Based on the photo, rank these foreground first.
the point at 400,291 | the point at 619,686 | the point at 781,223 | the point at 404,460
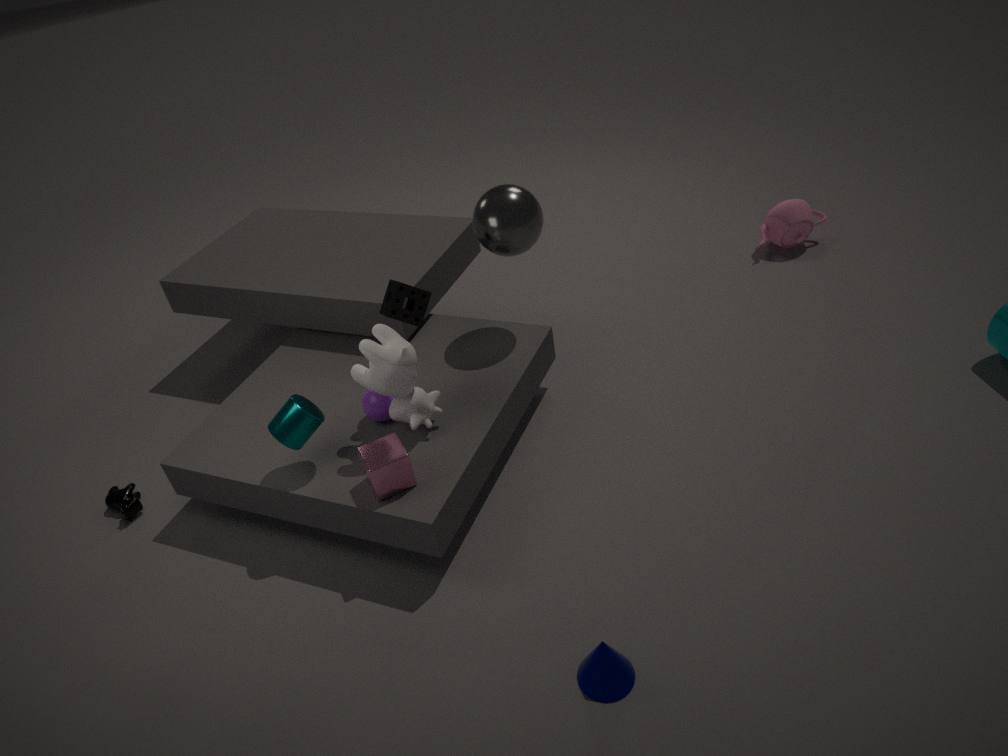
1. the point at 619,686
2. the point at 404,460
3. the point at 400,291
4. the point at 781,223
